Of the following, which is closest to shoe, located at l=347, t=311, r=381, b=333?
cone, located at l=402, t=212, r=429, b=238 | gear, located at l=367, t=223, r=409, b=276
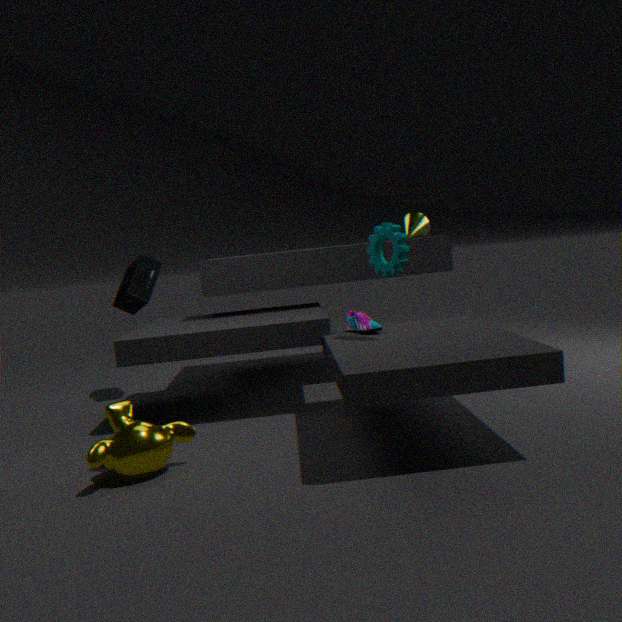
gear, located at l=367, t=223, r=409, b=276
